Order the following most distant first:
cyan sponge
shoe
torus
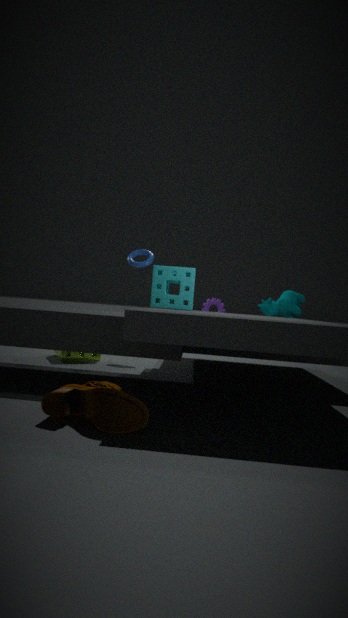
1. torus
2. cyan sponge
3. shoe
